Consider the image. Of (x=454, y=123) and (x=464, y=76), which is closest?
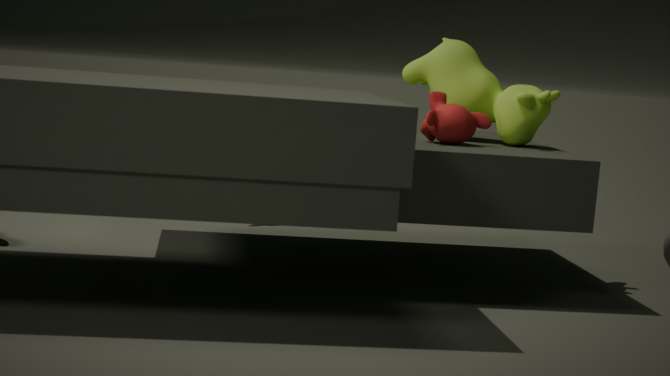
(x=454, y=123)
